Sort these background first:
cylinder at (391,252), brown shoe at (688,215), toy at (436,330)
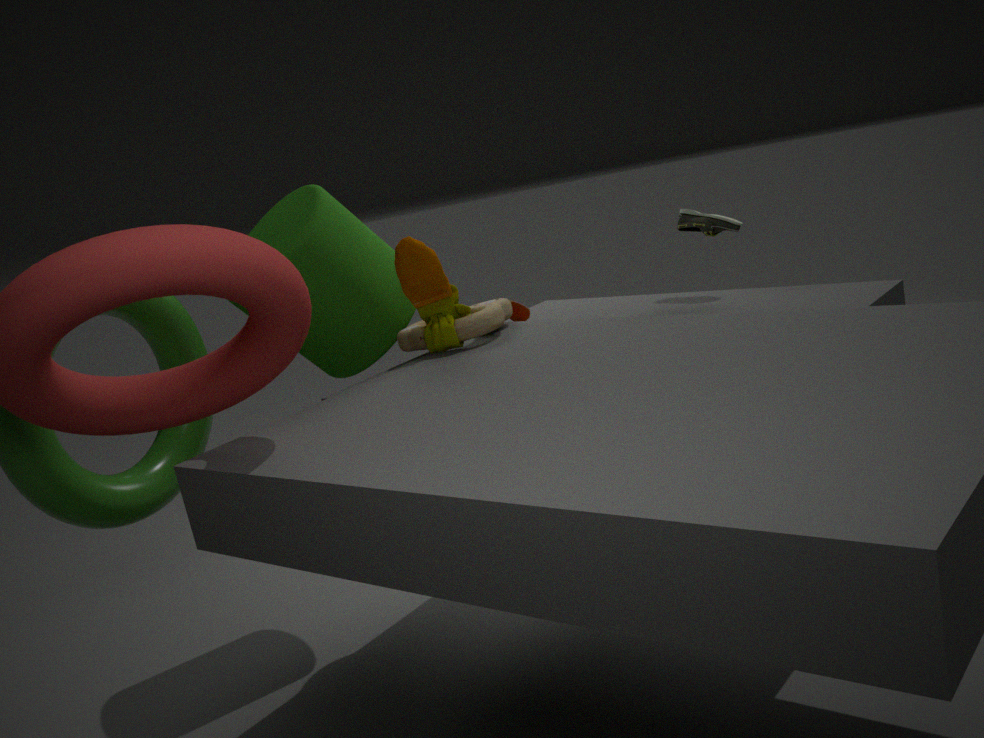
brown shoe at (688,215) < cylinder at (391,252) < toy at (436,330)
